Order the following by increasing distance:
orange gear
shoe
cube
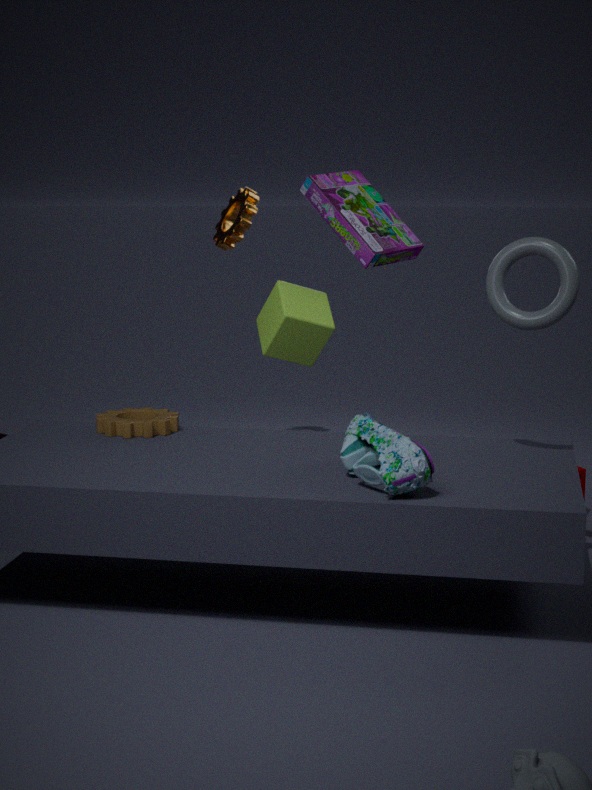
shoe
cube
orange gear
